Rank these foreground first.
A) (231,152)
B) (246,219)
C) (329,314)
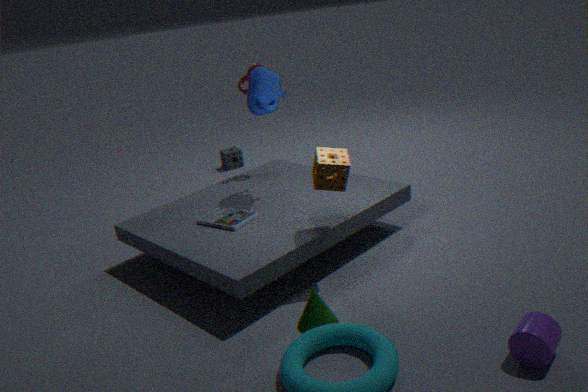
1. (329,314)
2. (246,219)
3. (231,152)
